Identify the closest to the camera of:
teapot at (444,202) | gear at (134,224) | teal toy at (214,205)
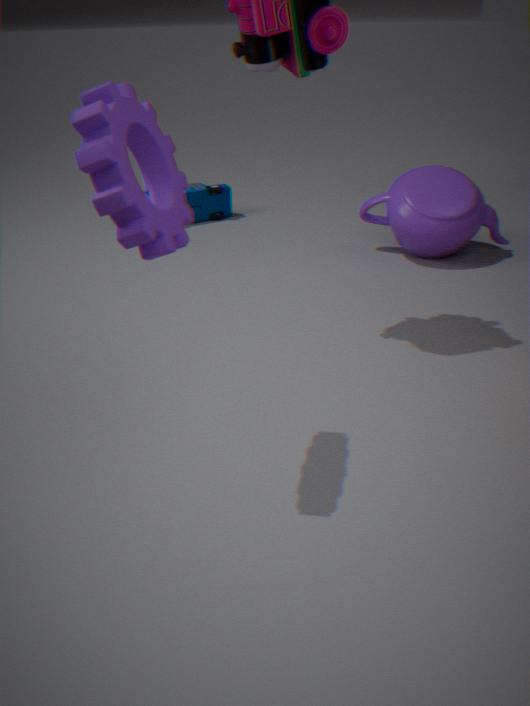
gear at (134,224)
